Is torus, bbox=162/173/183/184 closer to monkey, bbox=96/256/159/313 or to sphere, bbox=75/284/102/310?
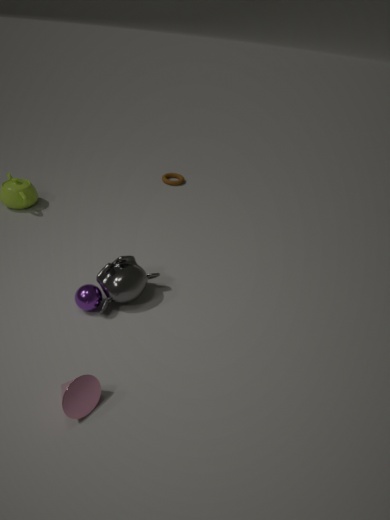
monkey, bbox=96/256/159/313
